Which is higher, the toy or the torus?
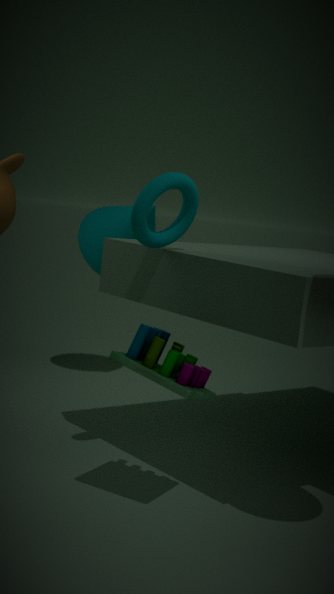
the torus
